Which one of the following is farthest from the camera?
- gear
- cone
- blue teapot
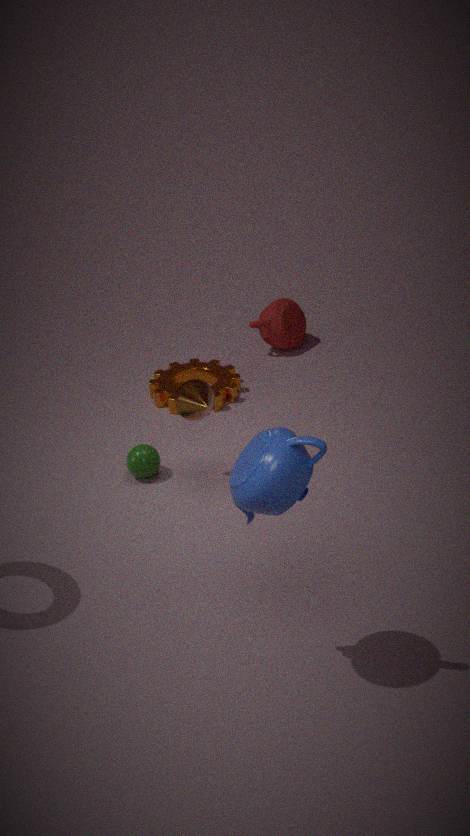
gear
